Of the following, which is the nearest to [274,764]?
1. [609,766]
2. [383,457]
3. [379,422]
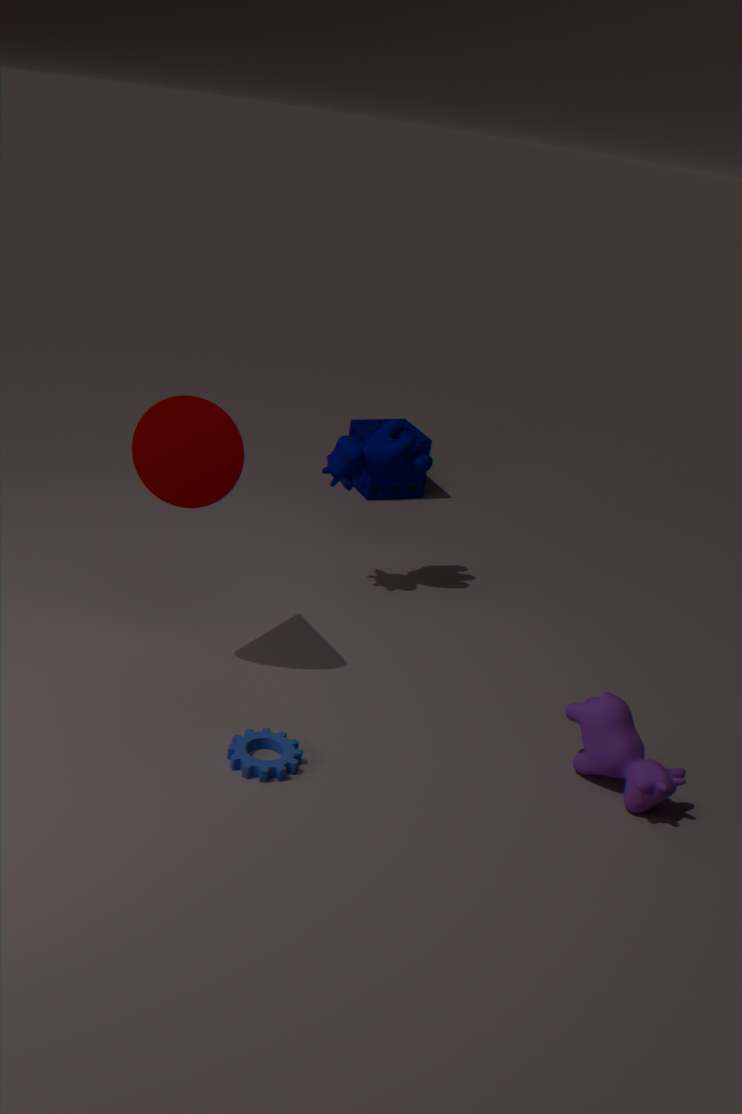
[609,766]
